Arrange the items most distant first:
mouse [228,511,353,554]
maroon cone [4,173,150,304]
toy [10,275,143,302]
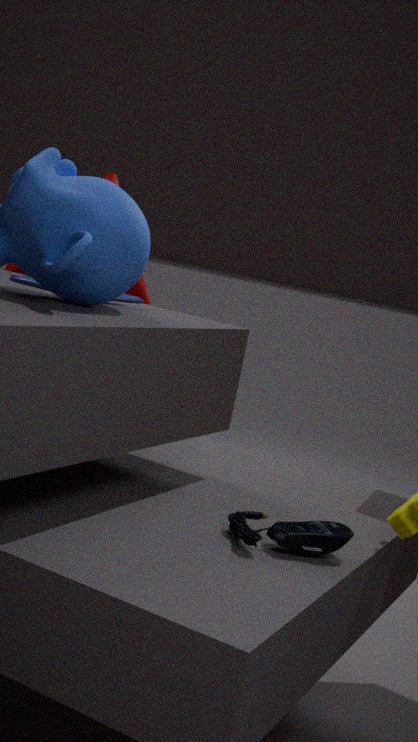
maroon cone [4,173,150,304] < toy [10,275,143,302] < mouse [228,511,353,554]
